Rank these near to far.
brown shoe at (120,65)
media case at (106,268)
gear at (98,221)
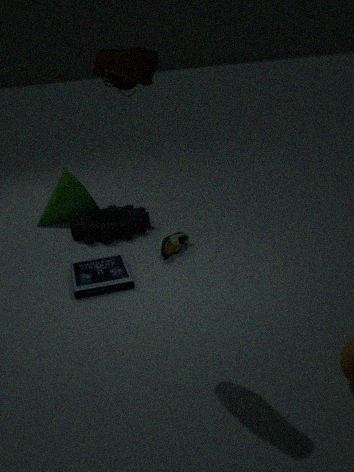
brown shoe at (120,65)
media case at (106,268)
gear at (98,221)
